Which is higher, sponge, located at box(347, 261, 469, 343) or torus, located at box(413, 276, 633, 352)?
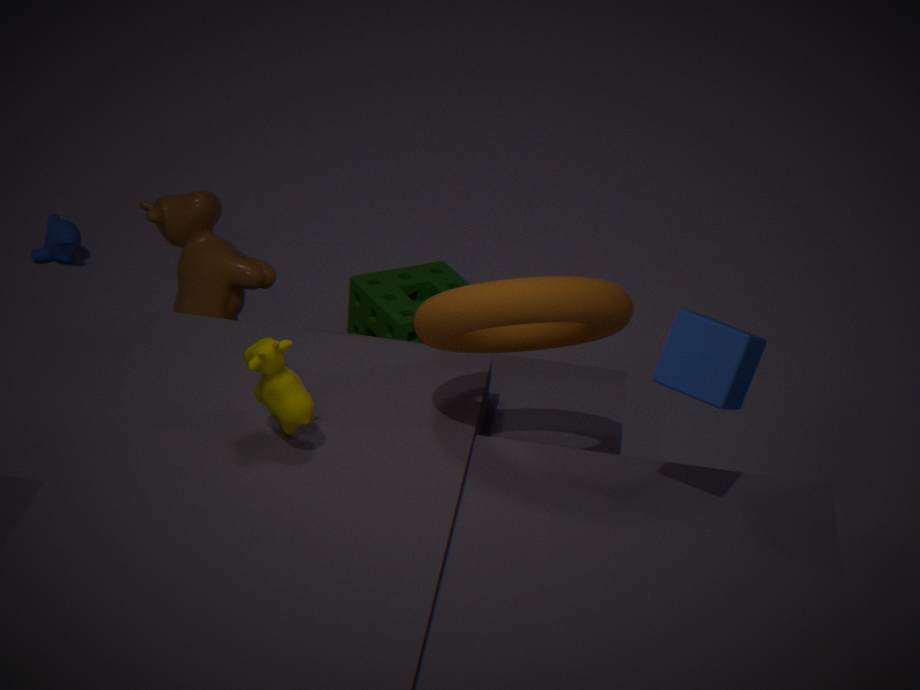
torus, located at box(413, 276, 633, 352)
